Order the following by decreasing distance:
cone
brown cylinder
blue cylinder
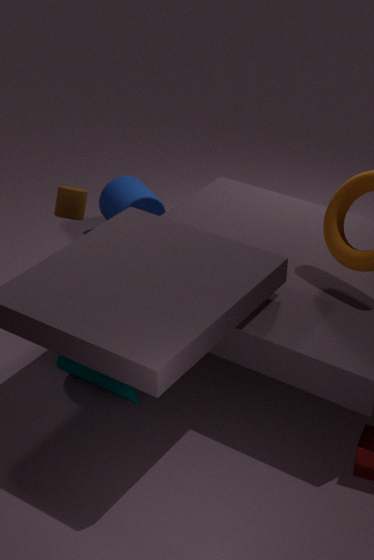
blue cylinder
brown cylinder
cone
